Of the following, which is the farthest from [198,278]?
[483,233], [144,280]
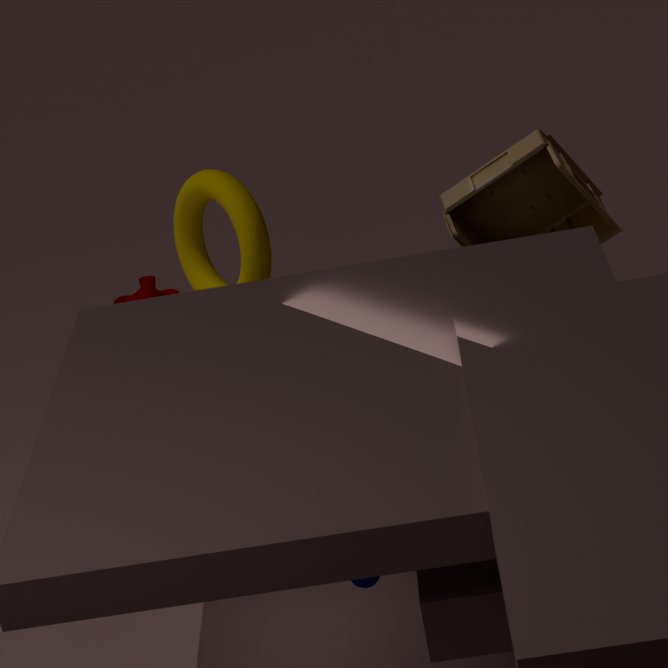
[483,233]
